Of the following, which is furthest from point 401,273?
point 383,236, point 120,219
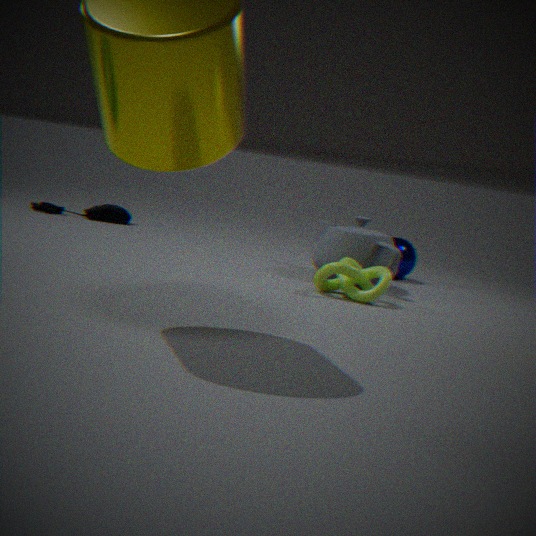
point 120,219
